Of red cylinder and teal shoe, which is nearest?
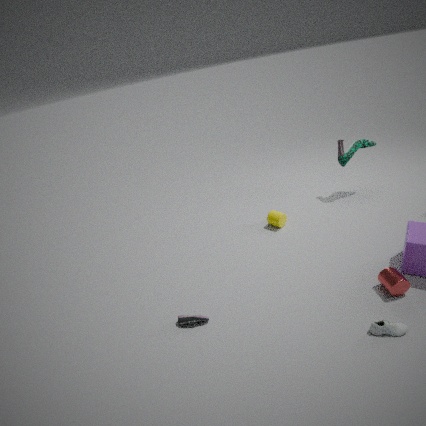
red cylinder
